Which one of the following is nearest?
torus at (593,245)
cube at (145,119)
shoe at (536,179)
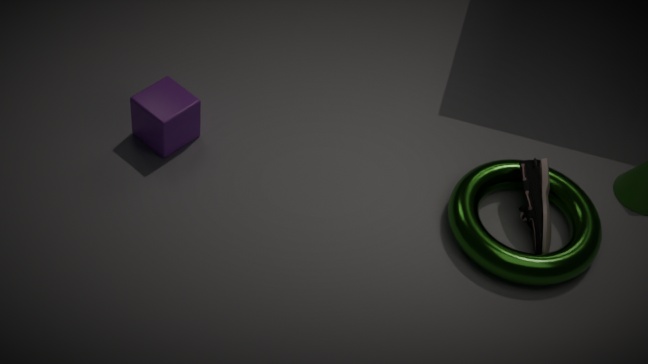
torus at (593,245)
